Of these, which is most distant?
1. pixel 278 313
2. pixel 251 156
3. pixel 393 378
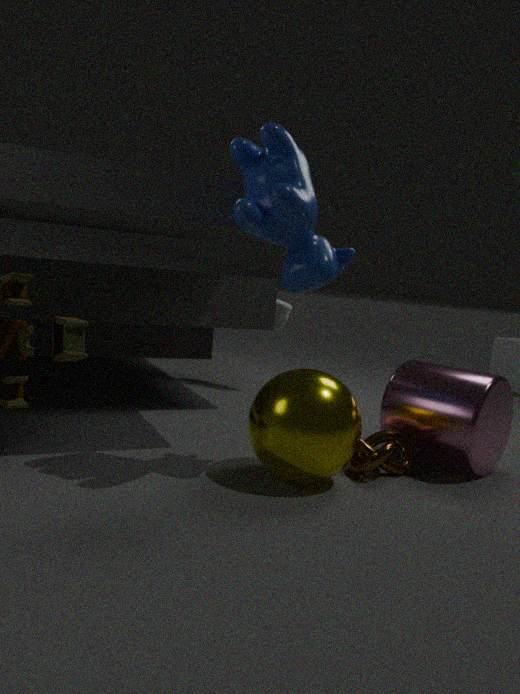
pixel 278 313
